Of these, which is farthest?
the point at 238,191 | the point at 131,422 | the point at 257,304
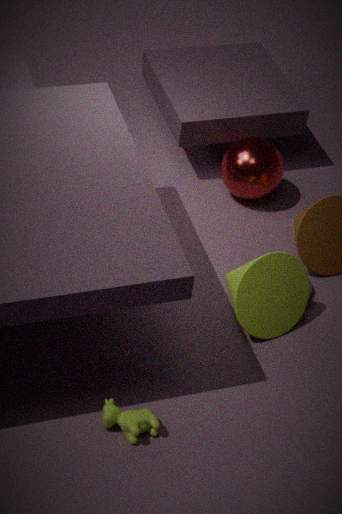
the point at 238,191
